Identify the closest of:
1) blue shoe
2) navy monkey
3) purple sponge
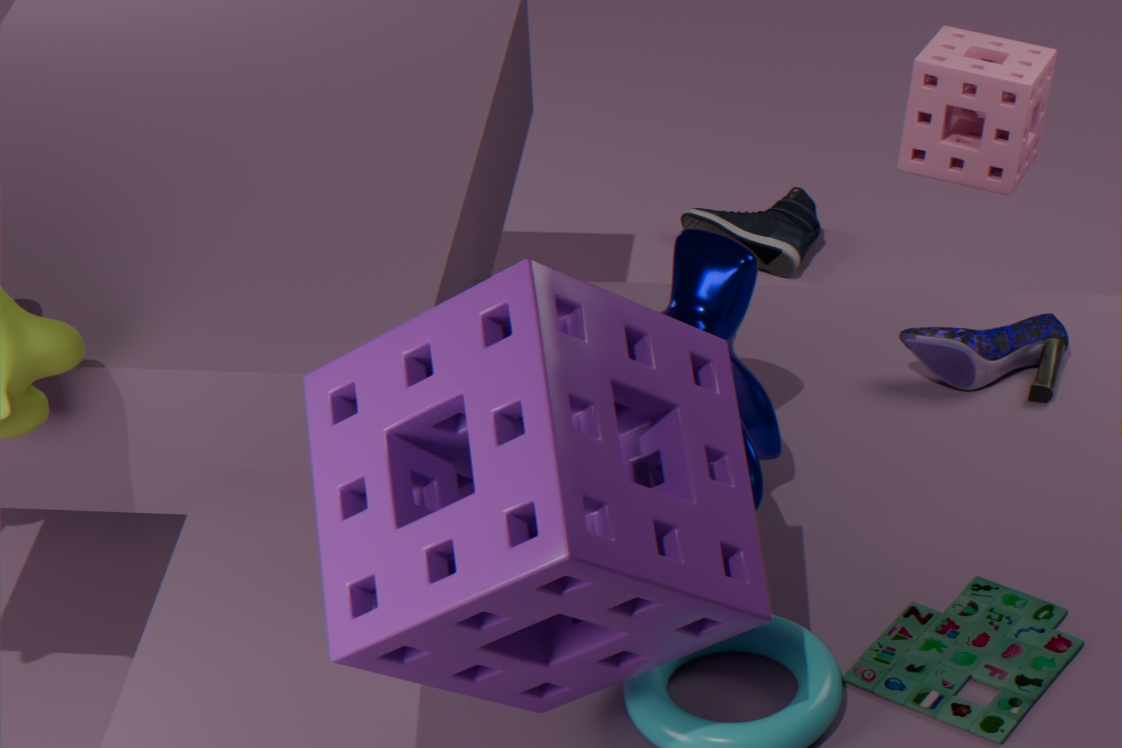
3. purple sponge
